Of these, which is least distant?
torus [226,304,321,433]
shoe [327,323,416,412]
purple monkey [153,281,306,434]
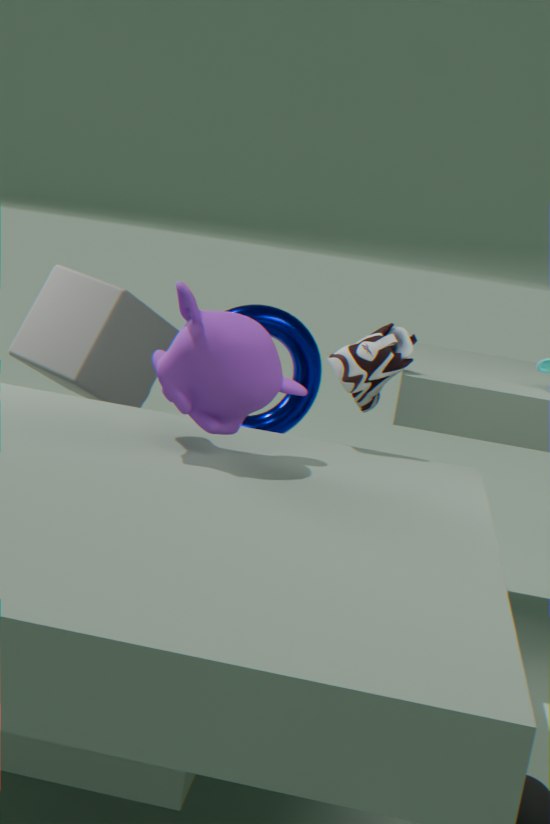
purple monkey [153,281,306,434]
